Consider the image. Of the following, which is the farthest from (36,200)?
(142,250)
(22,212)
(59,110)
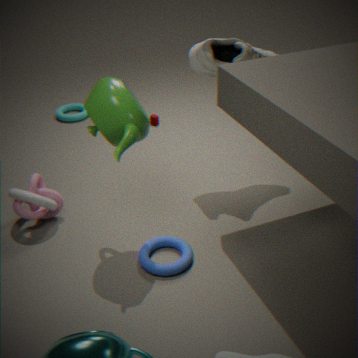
(59,110)
